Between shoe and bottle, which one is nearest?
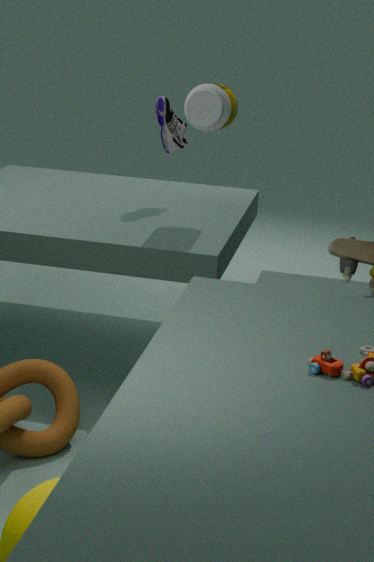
bottle
